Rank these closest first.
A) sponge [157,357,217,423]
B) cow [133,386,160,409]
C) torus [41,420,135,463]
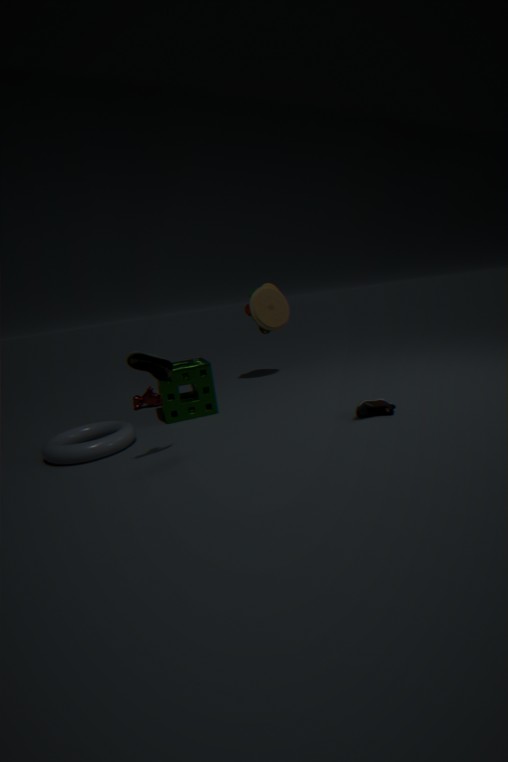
torus [41,420,135,463], sponge [157,357,217,423], cow [133,386,160,409]
